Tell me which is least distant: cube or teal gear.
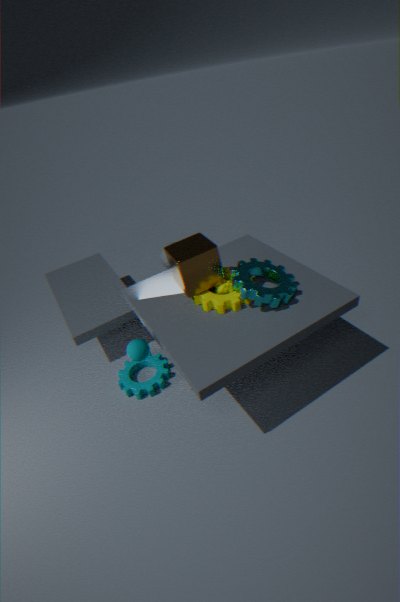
cube
